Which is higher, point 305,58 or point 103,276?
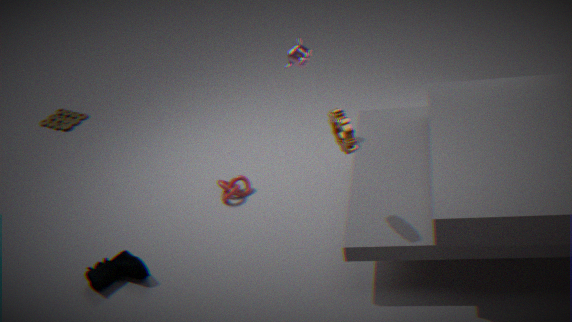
point 305,58
